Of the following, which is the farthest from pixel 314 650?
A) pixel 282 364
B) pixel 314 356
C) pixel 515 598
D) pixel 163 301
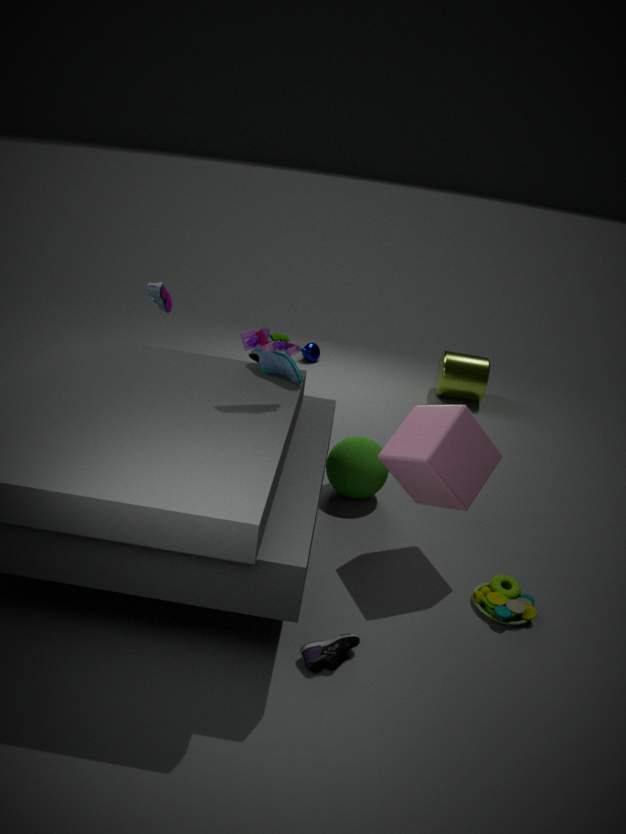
pixel 314 356
